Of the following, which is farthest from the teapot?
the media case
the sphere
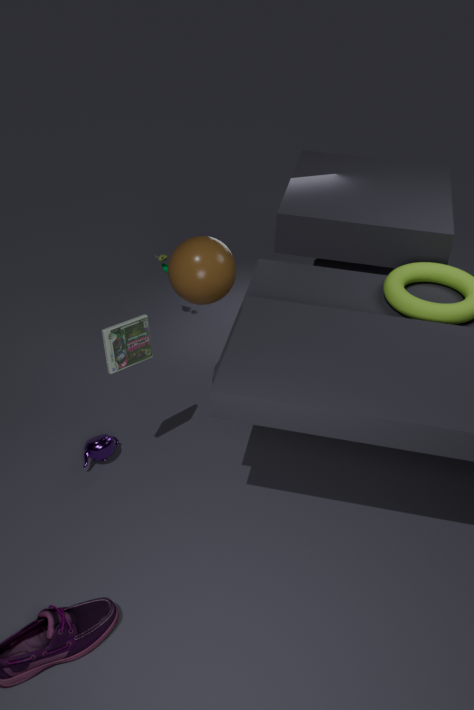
the sphere
